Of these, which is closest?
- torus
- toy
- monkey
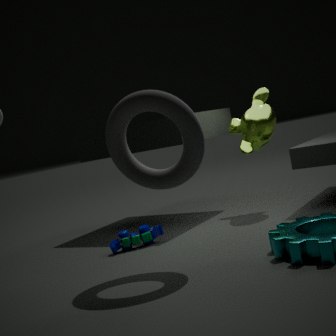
torus
